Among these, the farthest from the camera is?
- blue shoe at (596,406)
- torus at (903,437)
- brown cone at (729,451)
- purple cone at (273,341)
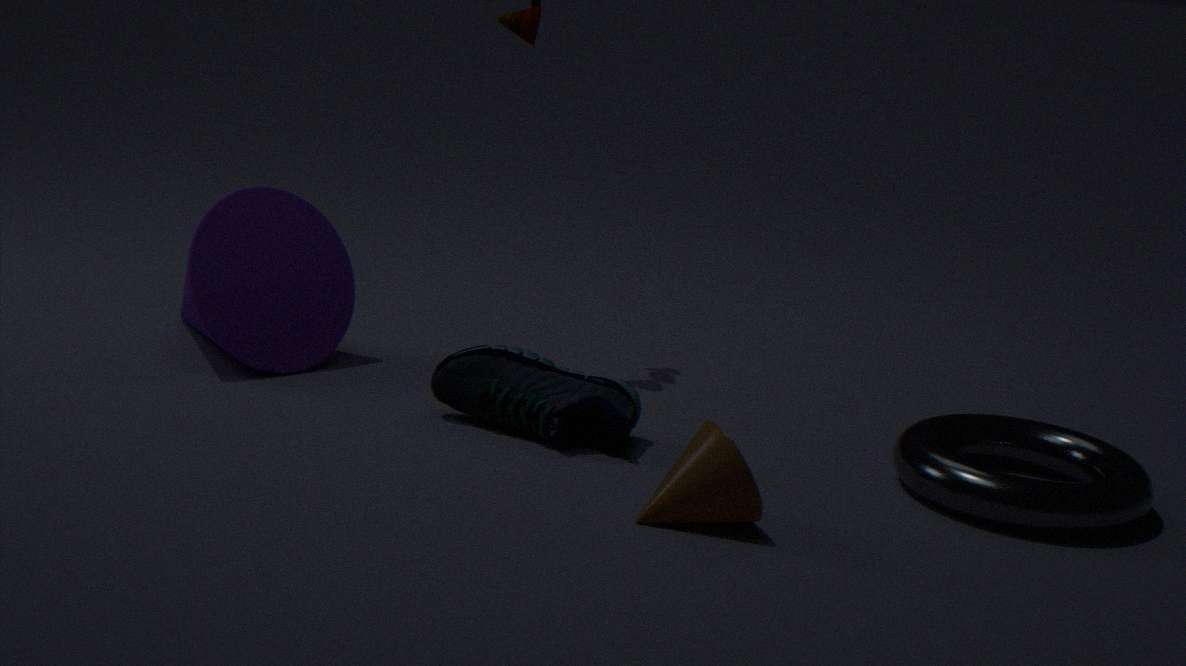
purple cone at (273,341)
